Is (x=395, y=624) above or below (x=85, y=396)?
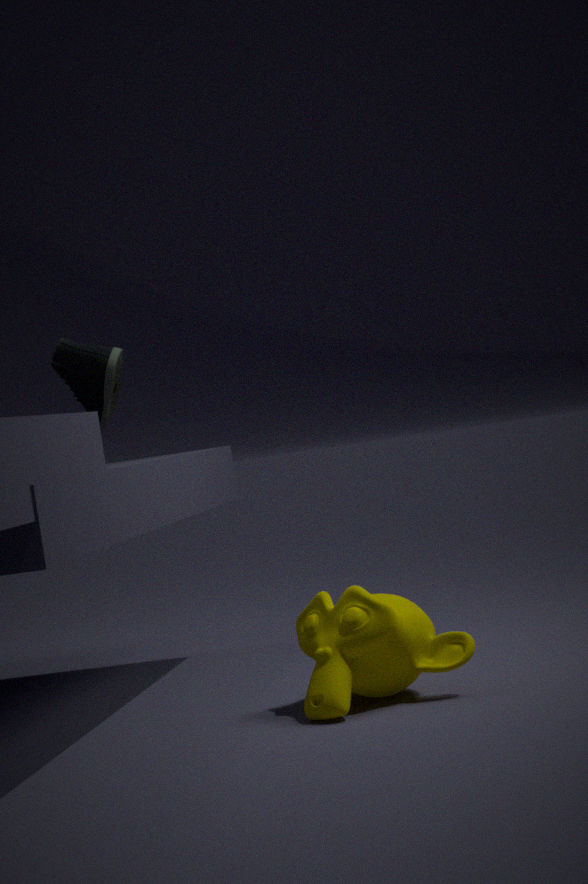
below
